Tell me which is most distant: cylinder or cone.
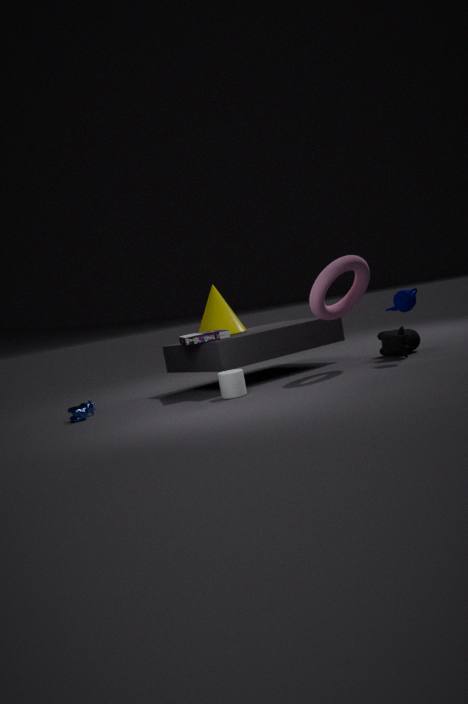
cone
